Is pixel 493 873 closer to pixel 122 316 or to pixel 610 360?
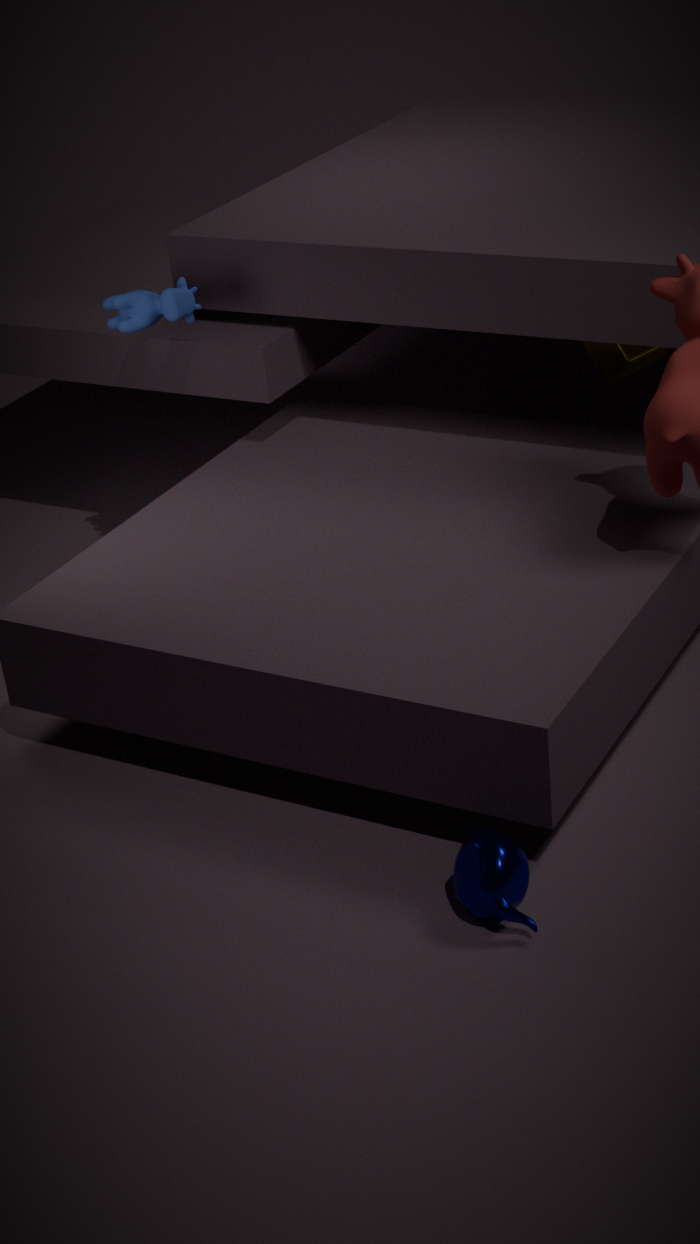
pixel 610 360
